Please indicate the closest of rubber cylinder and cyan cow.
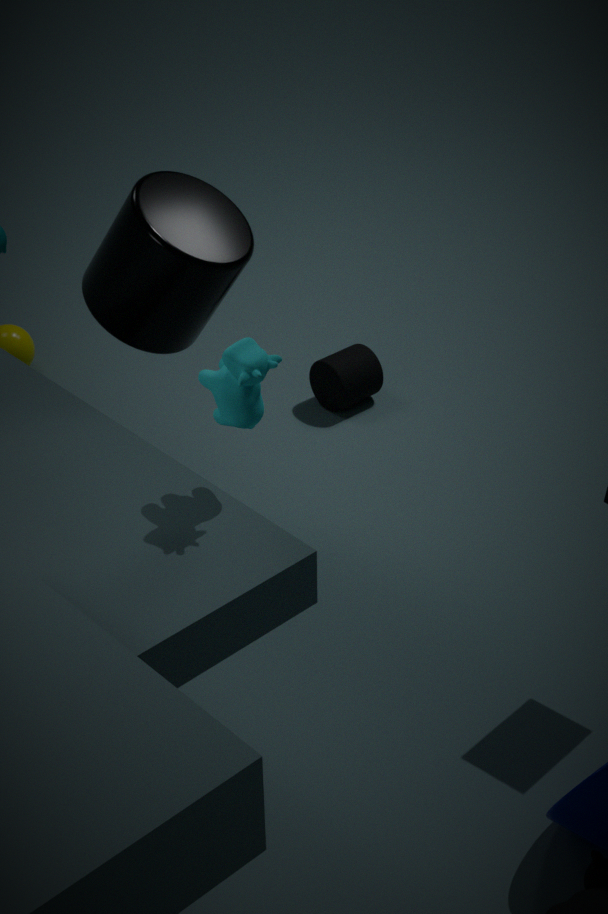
cyan cow
